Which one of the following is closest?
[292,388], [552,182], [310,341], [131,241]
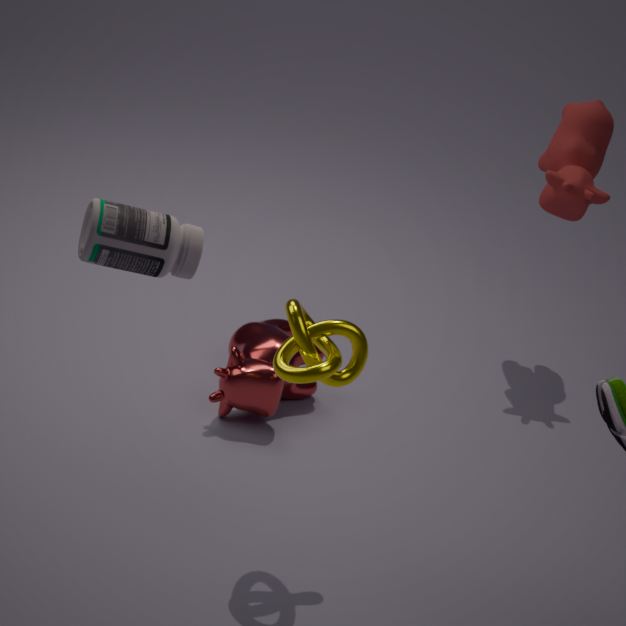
[131,241]
